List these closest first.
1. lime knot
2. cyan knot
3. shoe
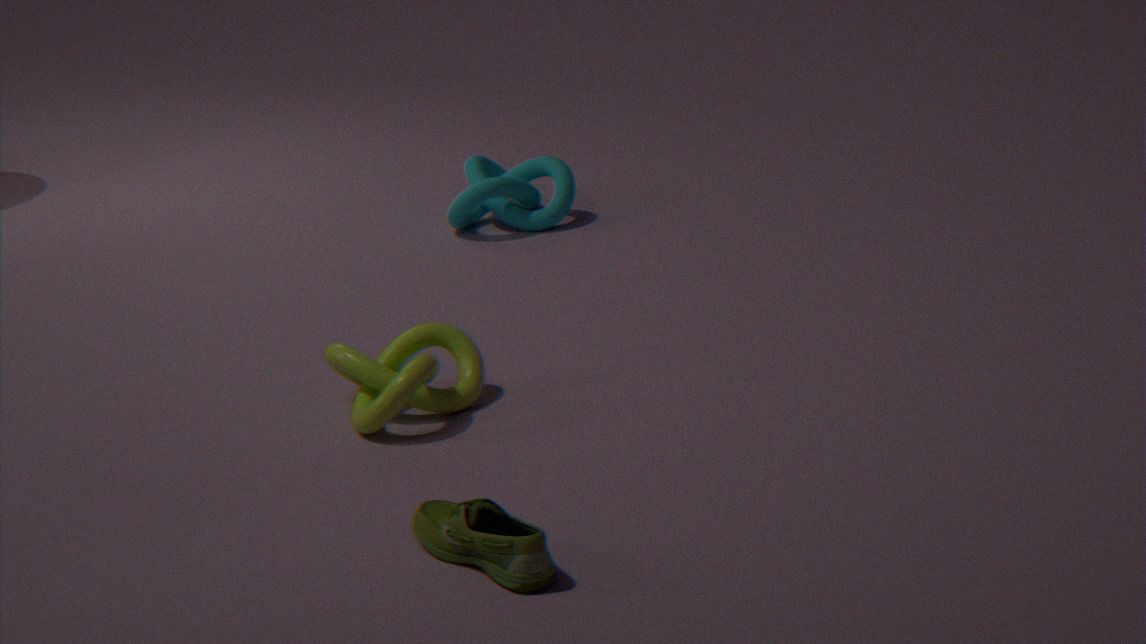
1. shoe
2. lime knot
3. cyan knot
